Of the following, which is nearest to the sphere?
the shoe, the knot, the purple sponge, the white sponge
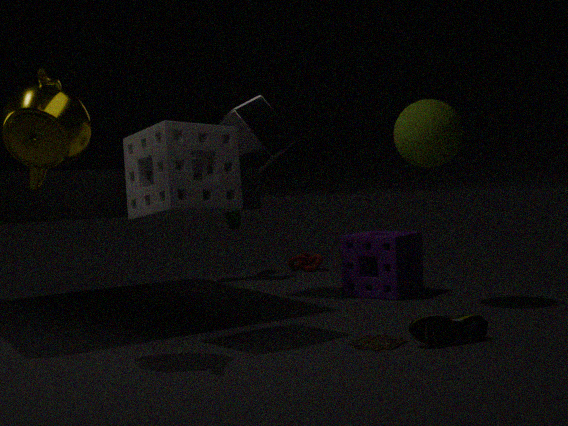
the purple sponge
